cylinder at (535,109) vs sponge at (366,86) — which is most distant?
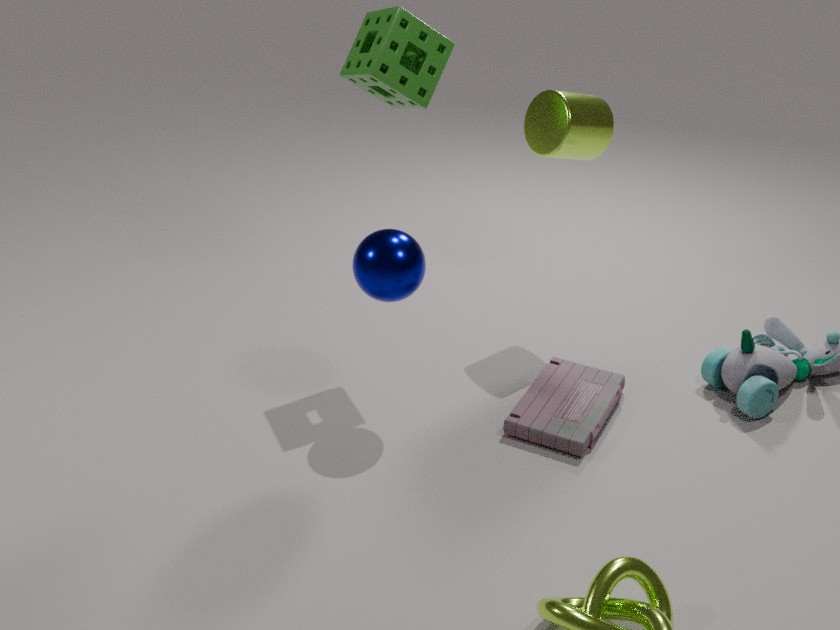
cylinder at (535,109)
